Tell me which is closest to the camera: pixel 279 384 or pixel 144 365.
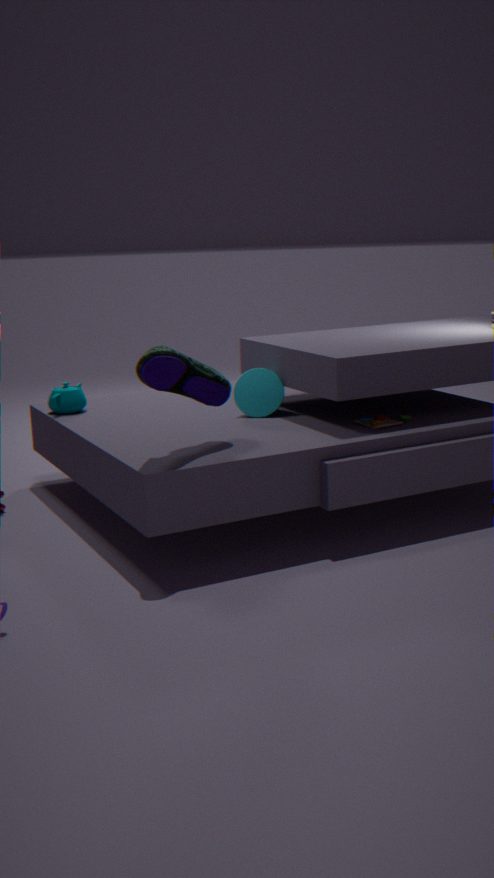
pixel 144 365
